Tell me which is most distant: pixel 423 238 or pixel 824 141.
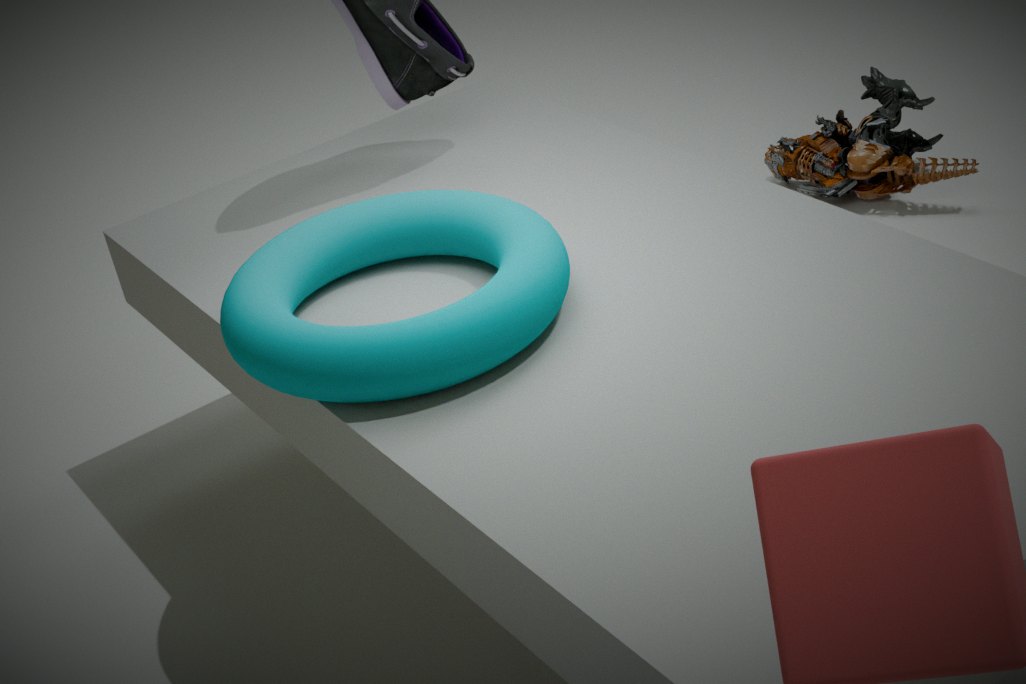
pixel 824 141
